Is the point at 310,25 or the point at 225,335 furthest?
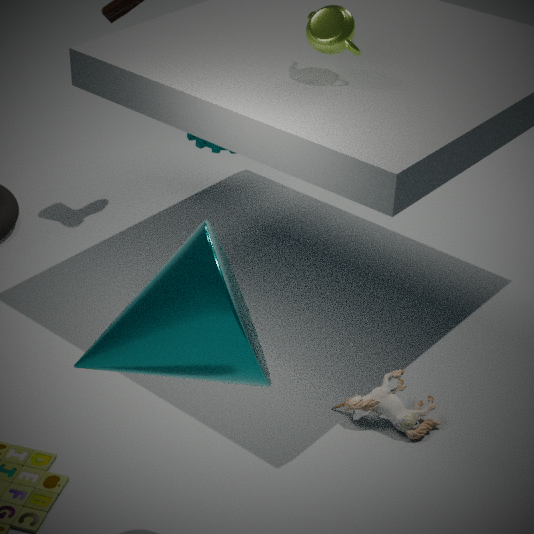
the point at 310,25
